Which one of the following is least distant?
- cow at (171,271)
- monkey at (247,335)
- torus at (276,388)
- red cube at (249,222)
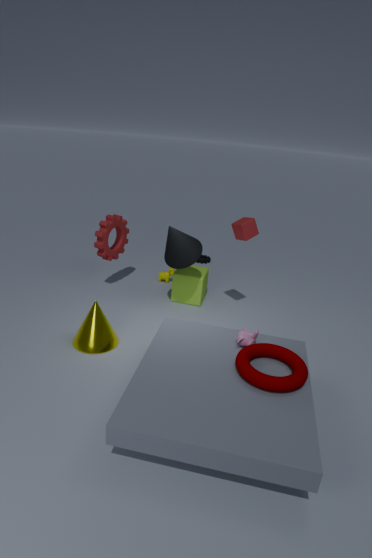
torus at (276,388)
